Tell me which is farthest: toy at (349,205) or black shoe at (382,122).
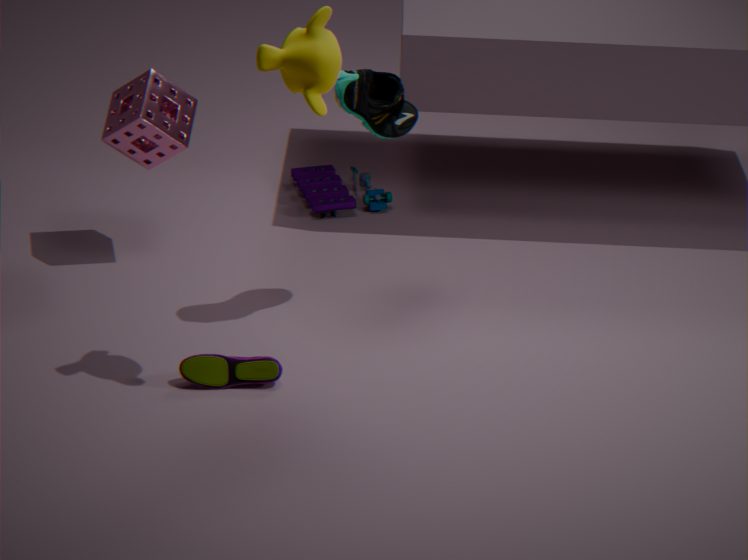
toy at (349,205)
